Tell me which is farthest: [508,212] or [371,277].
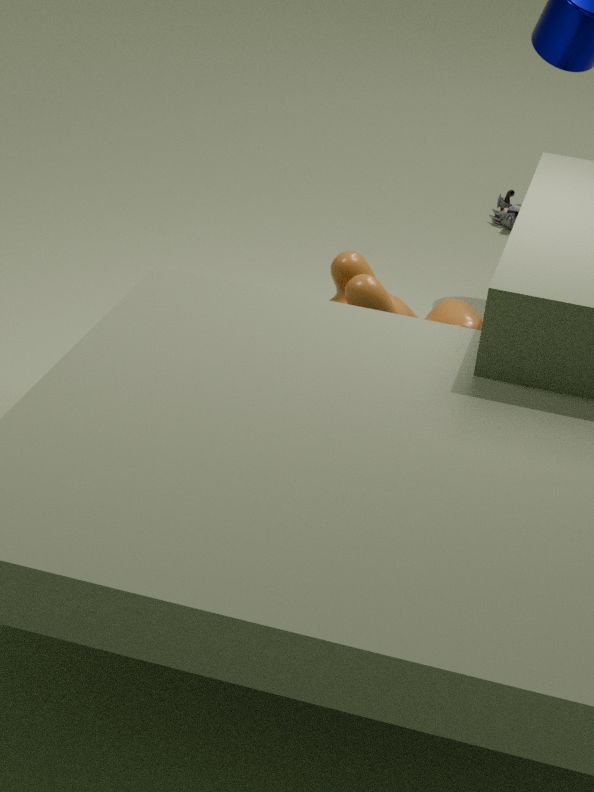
[508,212]
